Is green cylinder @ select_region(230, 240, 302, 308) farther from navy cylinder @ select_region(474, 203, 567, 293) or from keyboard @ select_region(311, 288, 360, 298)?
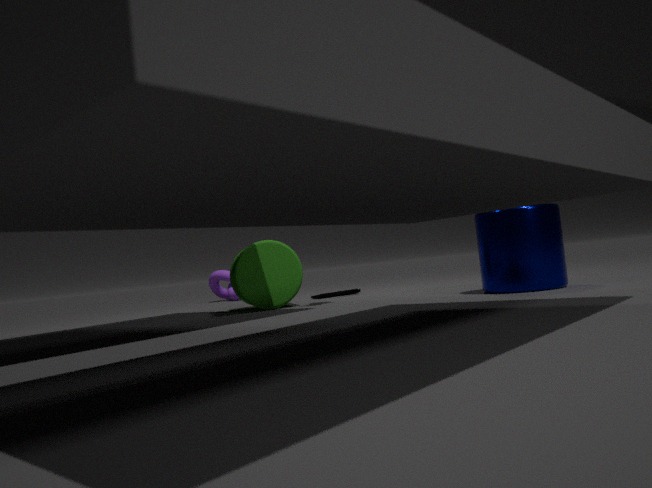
navy cylinder @ select_region(474, 203, 567, 293)
